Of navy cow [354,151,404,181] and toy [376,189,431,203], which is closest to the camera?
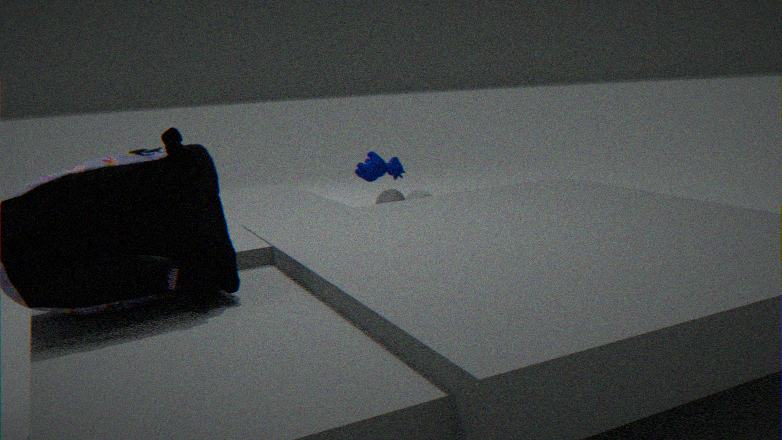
toy [376,189,431,203]
